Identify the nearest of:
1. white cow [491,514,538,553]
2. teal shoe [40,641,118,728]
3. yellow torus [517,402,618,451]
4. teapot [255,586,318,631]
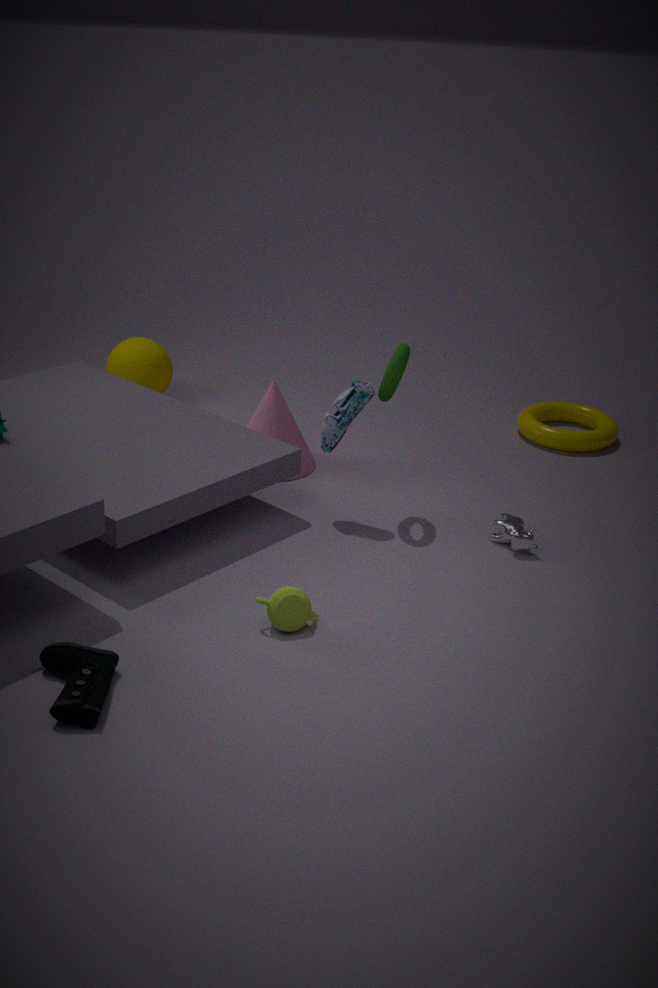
teal shoe [40,641,118,728]
